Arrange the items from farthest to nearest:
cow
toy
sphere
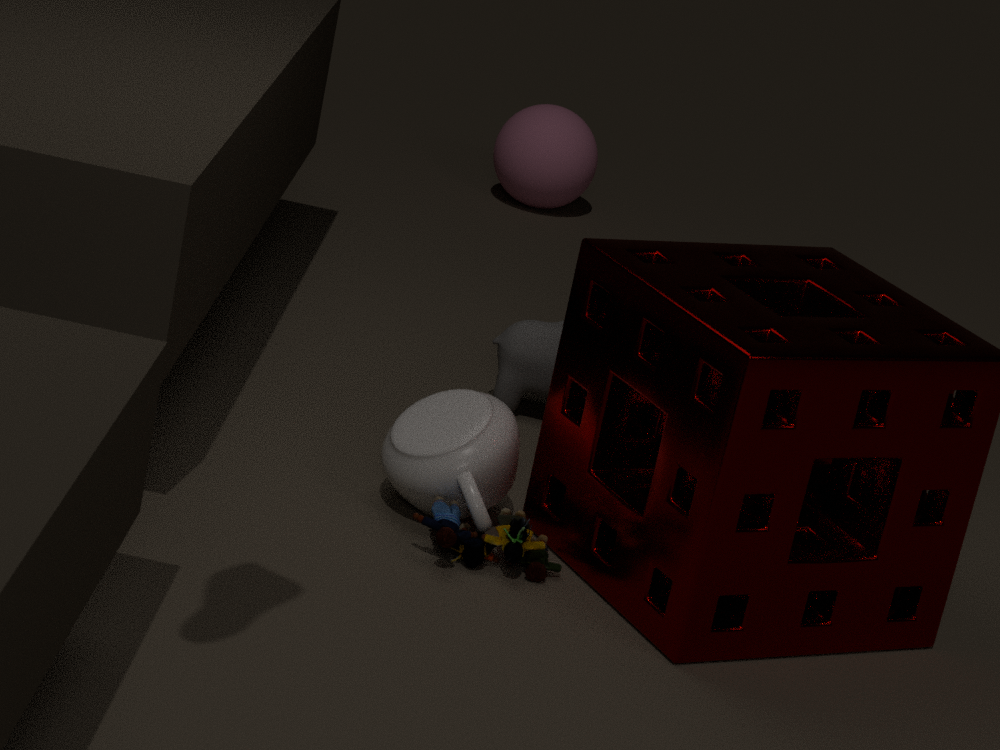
1. sphere
2. cow
3. toy
